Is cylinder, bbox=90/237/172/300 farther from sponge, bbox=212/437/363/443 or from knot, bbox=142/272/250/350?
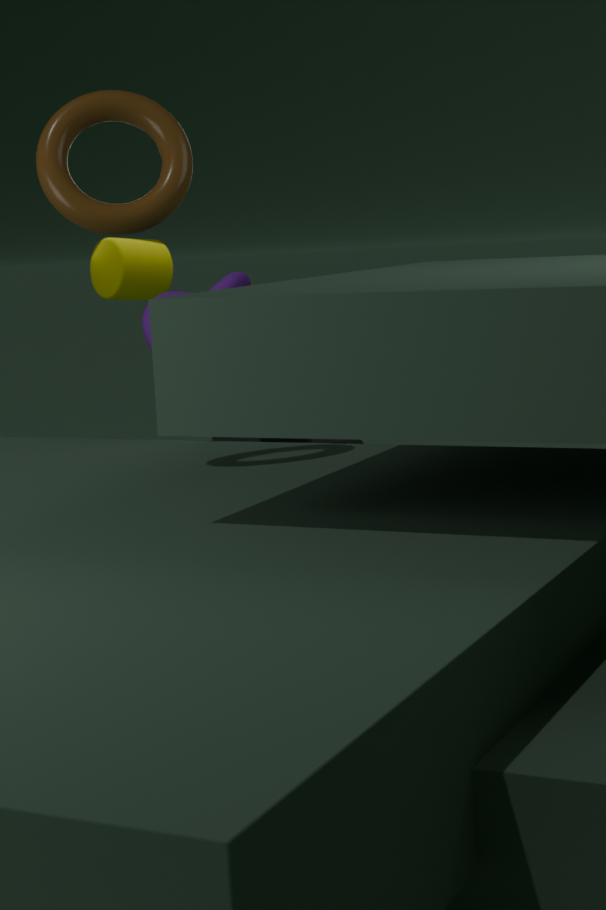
knot, bbox=142/272/250/350
